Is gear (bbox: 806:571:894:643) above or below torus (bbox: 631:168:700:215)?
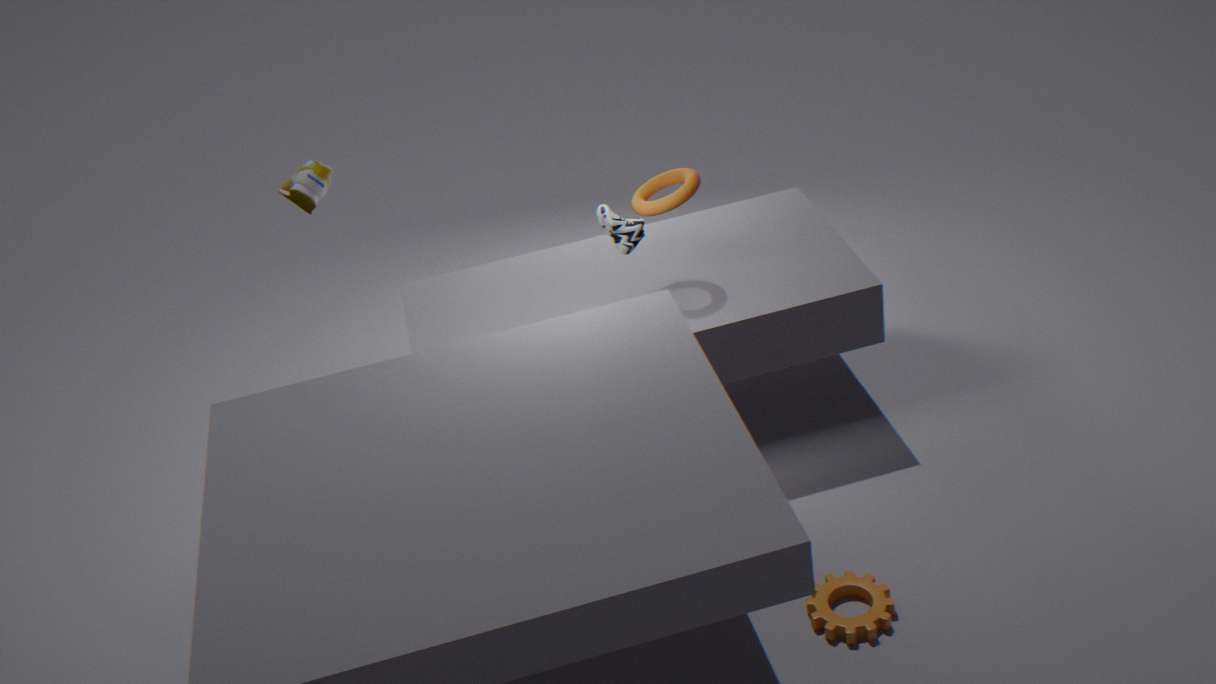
below
